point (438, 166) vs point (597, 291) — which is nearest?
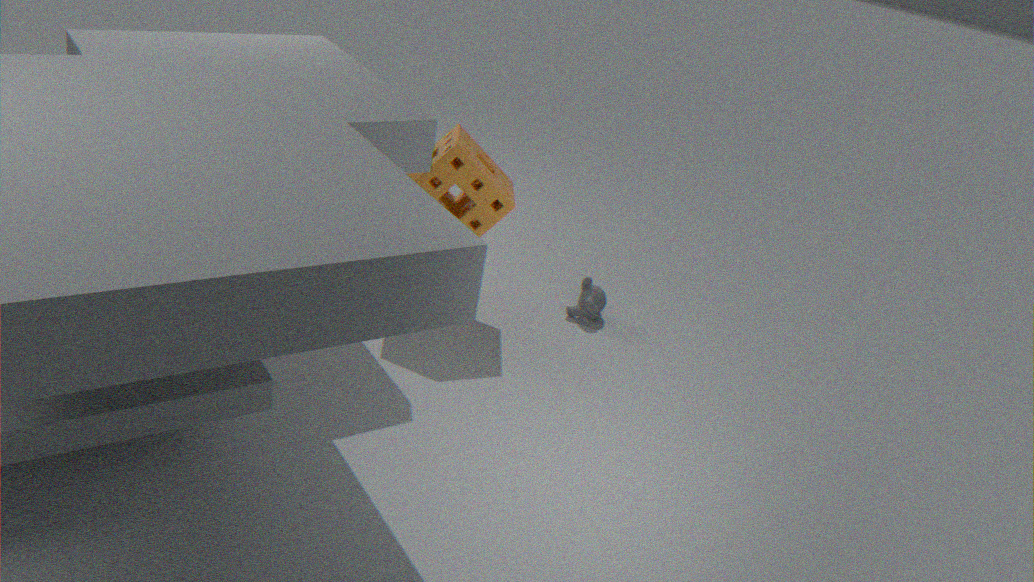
point (438, 166)
